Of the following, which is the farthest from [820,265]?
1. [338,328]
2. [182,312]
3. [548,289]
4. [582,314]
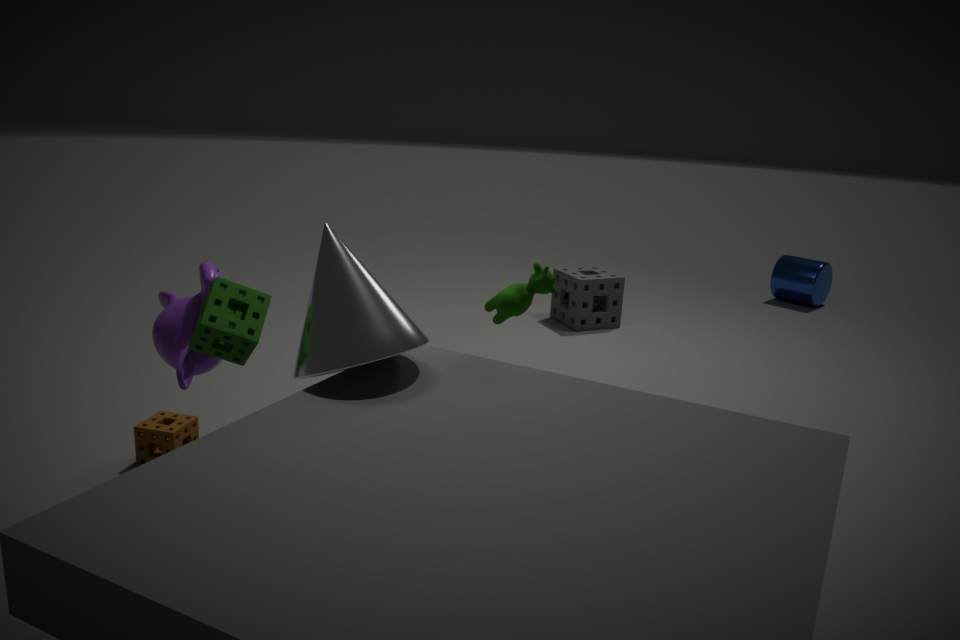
[182,312]
